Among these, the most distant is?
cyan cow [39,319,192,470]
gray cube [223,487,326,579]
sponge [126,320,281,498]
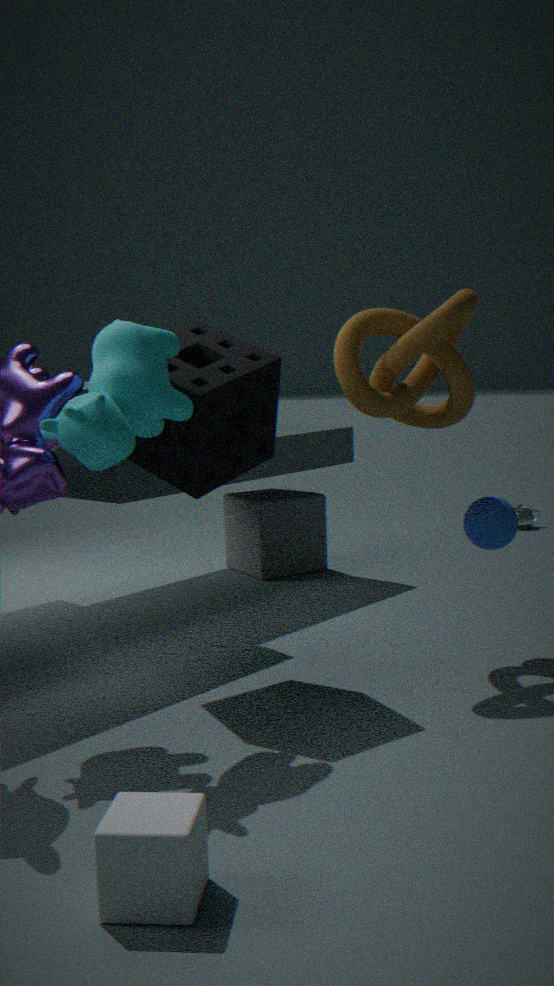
gray cube [223,487,326,579]
